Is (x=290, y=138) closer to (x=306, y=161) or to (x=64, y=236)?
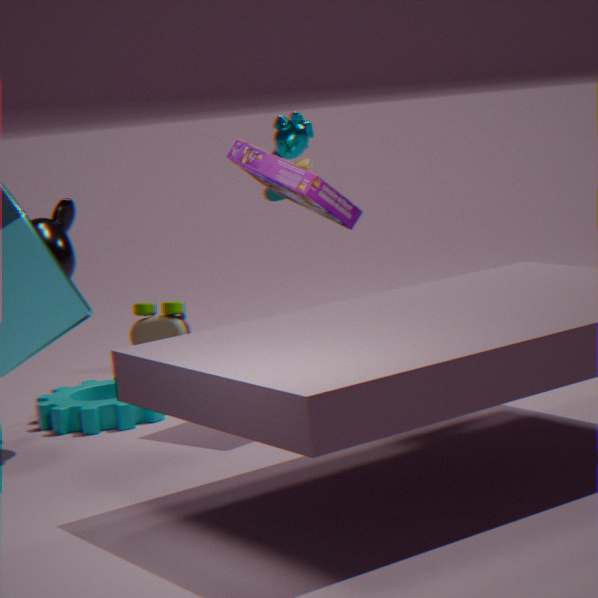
(x=306, y=161)
